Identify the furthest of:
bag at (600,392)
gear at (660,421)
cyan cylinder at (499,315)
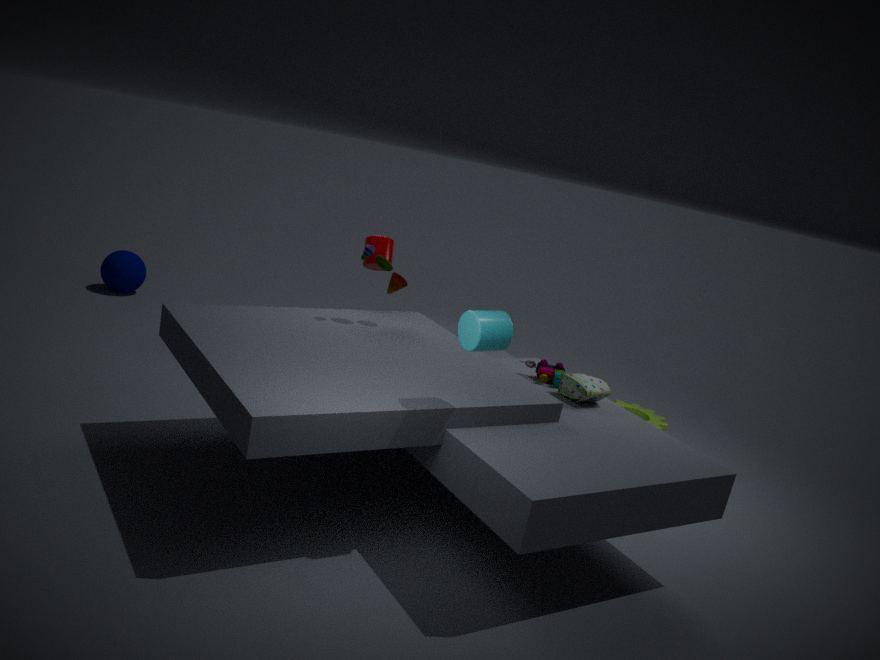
gear at (660,421)
